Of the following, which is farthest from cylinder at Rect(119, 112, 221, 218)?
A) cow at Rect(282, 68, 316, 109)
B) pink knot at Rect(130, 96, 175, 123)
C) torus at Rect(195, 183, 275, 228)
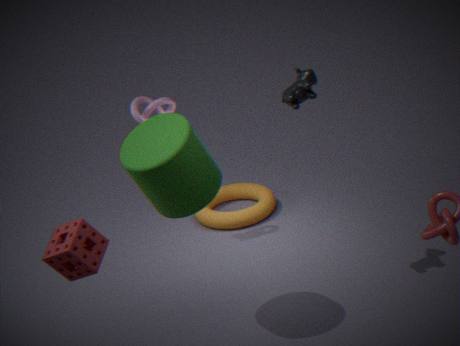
torus at Rect(195, 183, 275, 228)
